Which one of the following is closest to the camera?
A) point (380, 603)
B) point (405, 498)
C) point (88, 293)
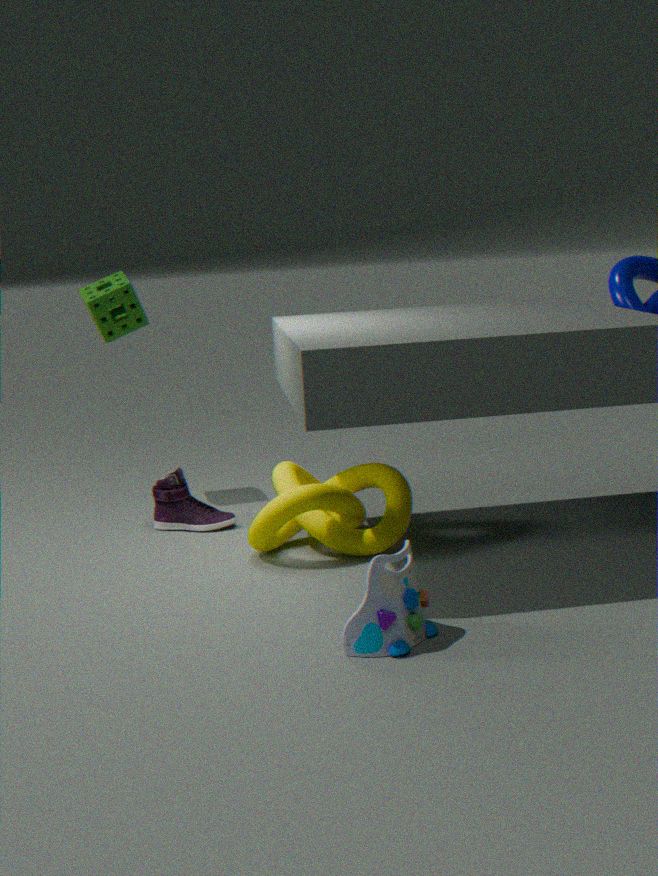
point (380, 603)
